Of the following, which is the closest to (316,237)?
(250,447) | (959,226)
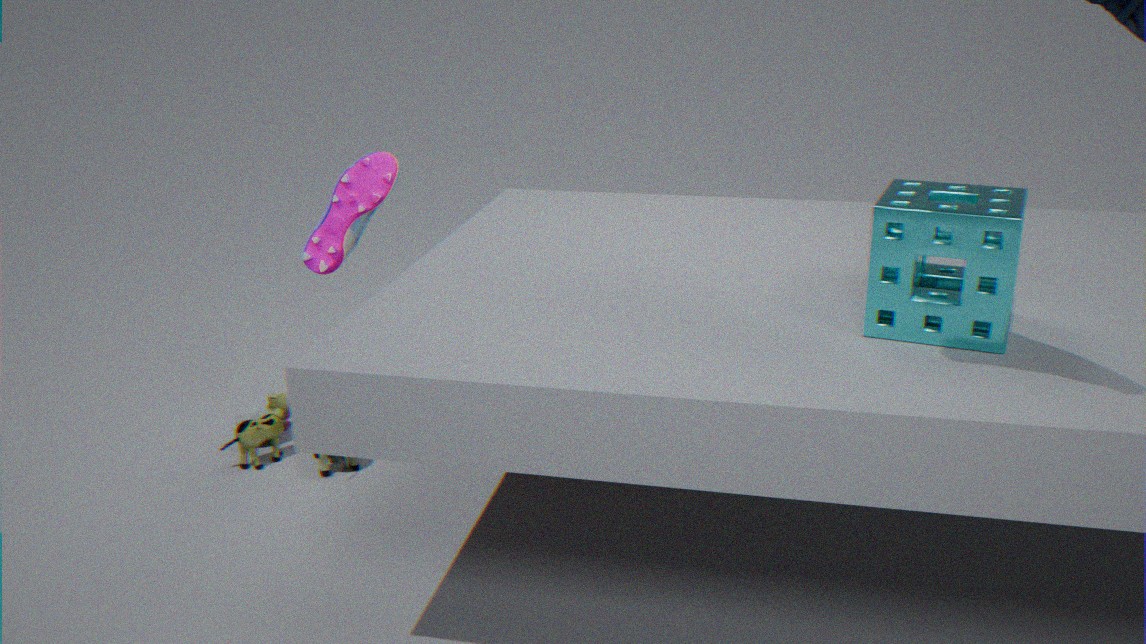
(250,447)
